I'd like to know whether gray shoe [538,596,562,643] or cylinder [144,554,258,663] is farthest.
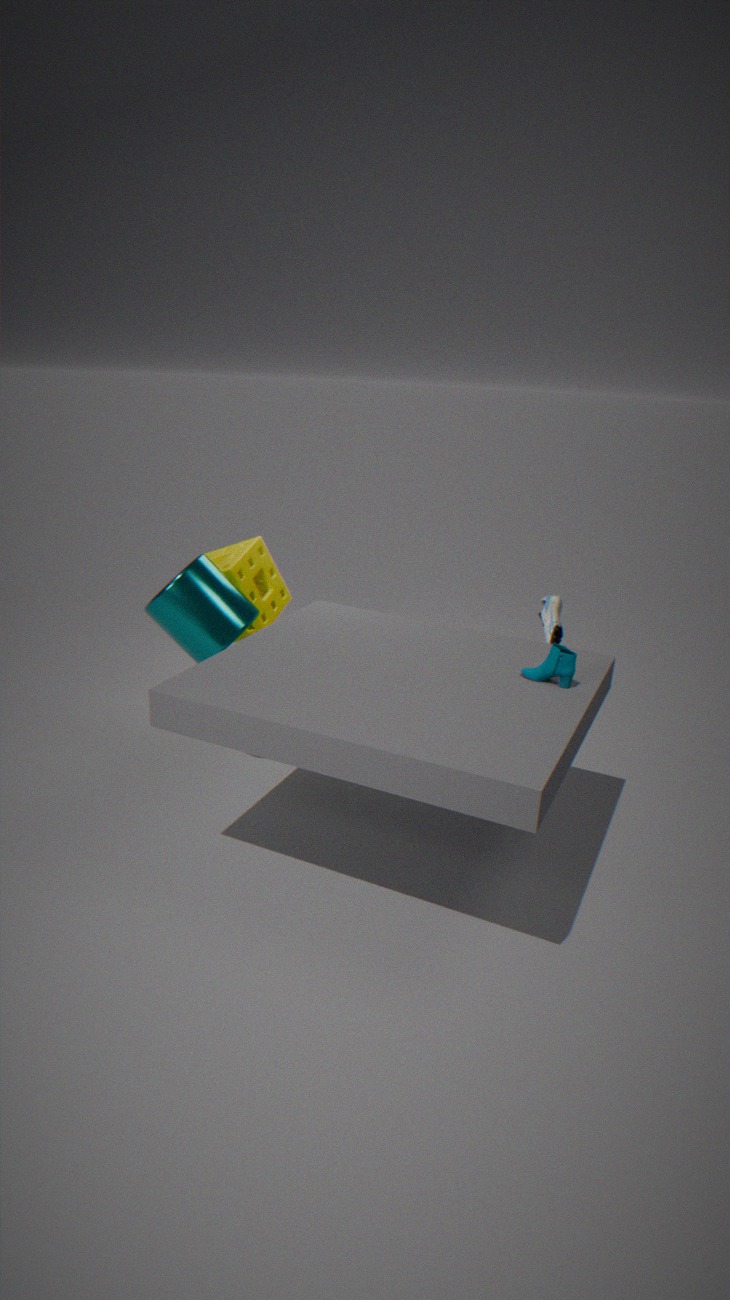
gray shoe [538,596,562,643]
